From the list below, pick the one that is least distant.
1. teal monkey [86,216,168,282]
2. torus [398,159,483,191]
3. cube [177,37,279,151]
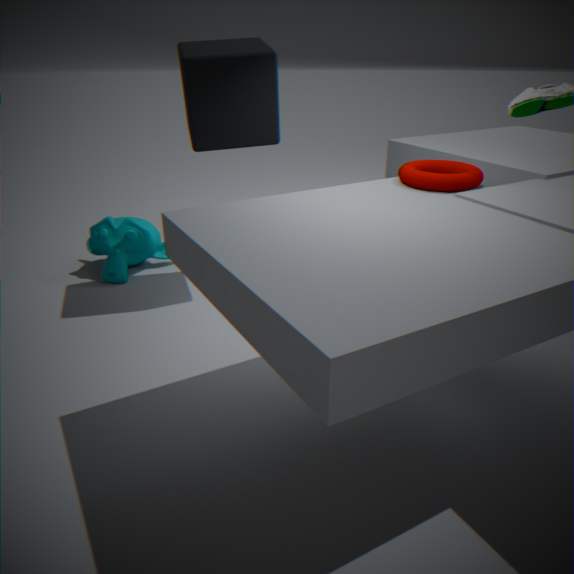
torus [398,159,483,191]
